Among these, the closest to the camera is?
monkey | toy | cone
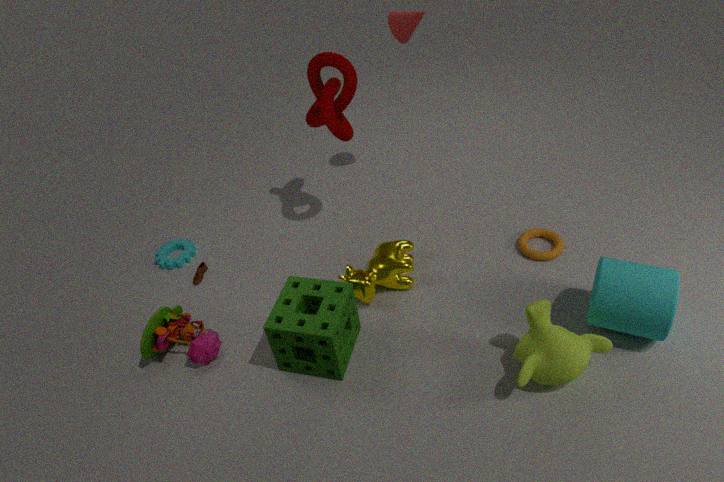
monkey
